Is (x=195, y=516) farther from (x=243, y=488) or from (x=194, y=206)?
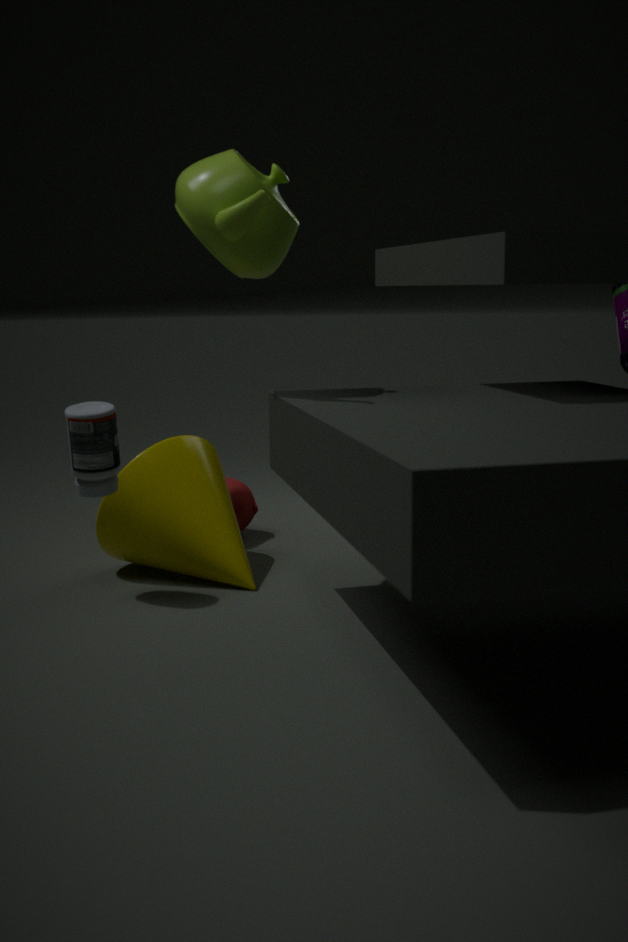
(x=194, y=206)
